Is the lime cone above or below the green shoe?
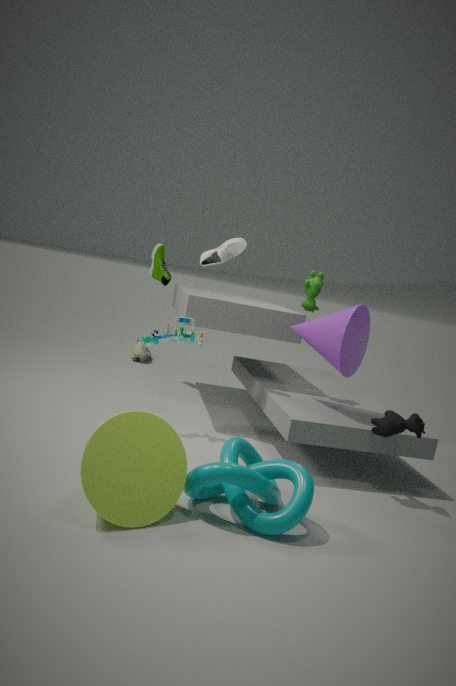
below
